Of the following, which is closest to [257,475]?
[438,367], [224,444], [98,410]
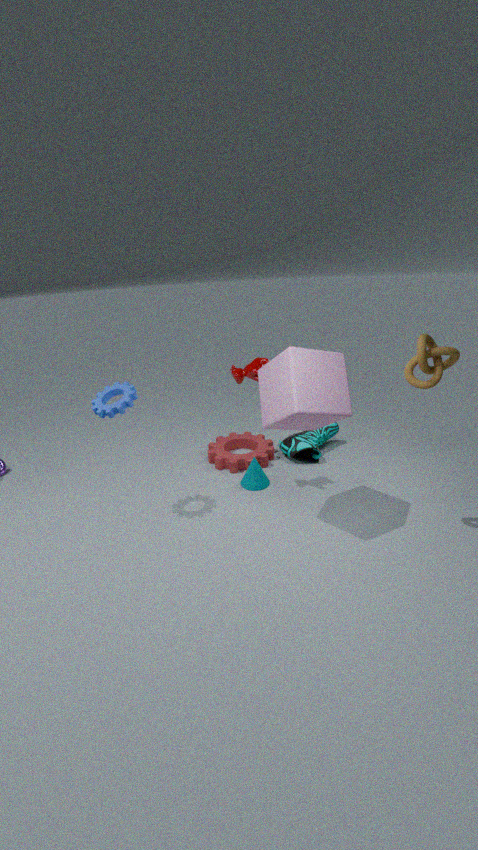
[224,444]
